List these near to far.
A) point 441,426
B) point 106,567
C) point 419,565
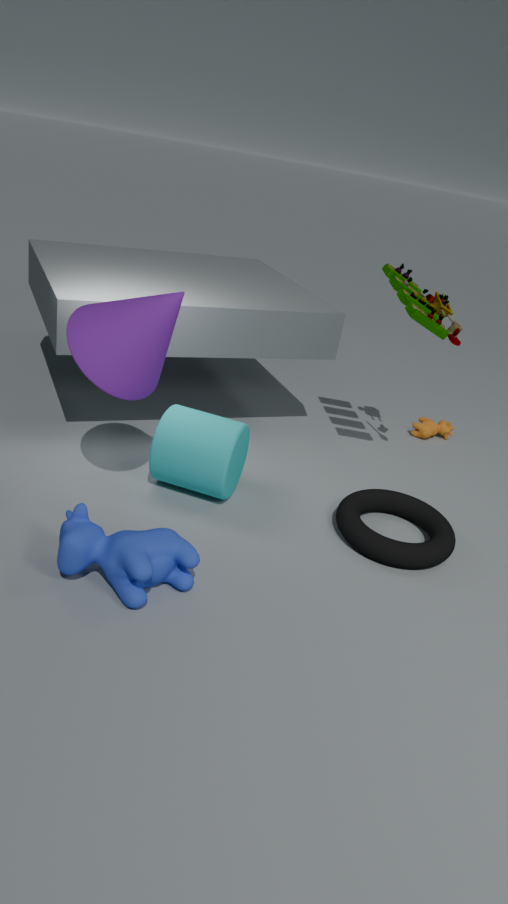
point 106,567, point 419,565, point 441,426
